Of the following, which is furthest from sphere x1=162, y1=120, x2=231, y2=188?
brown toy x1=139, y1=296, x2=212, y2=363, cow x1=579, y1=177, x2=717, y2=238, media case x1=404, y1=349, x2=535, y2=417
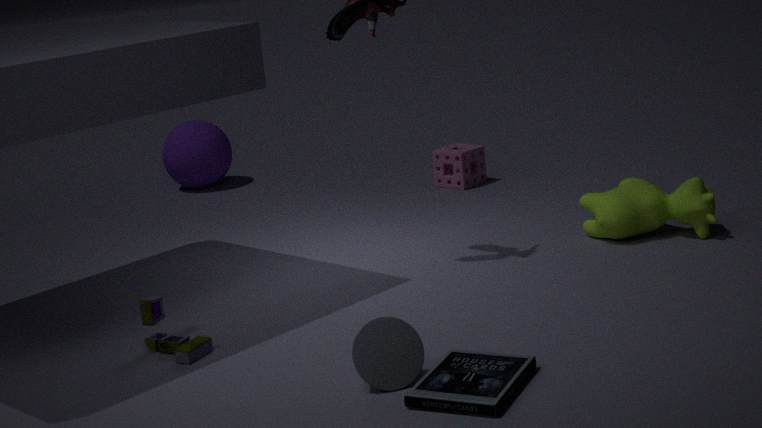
media case x1=404, y1=349, x2=535, y2=417
